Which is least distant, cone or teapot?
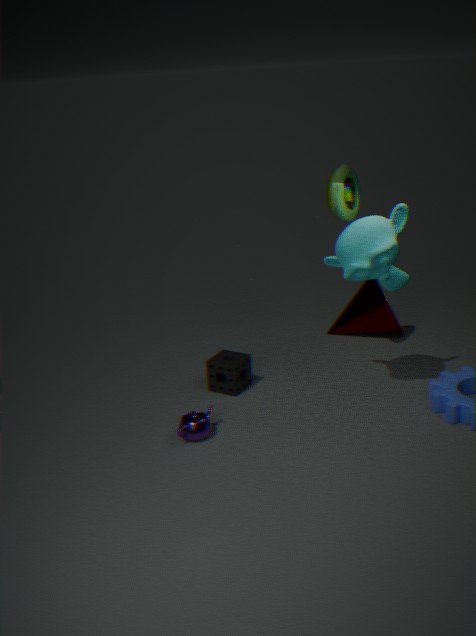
teapot
